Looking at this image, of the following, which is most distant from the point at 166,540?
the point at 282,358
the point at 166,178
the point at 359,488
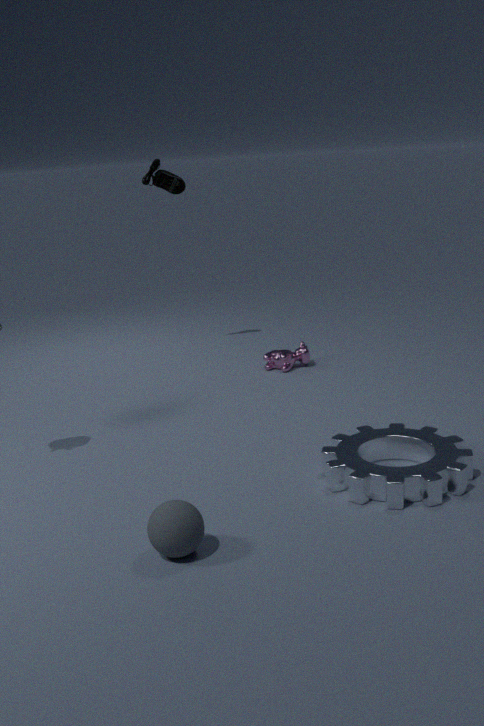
the point at 166,178
